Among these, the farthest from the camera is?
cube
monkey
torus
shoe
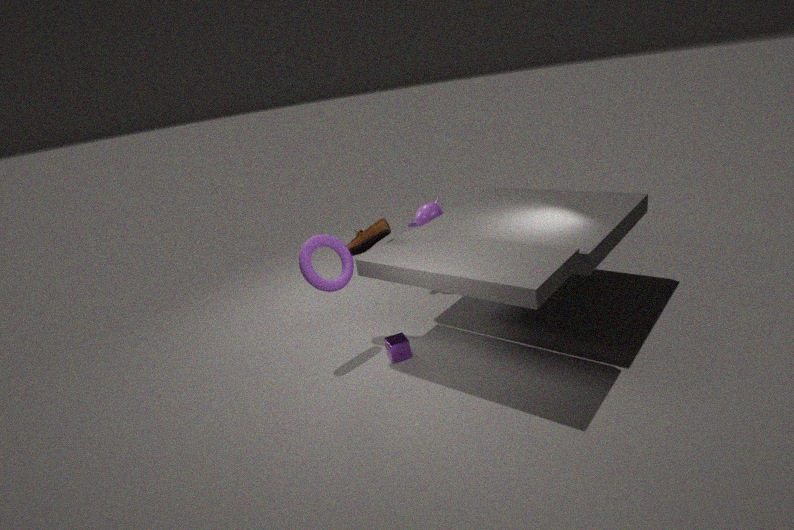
monkey
